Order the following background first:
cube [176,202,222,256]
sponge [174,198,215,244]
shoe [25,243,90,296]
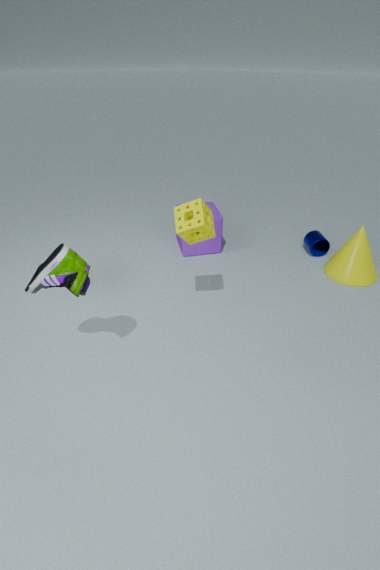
cube [176,202,222,256] → sponge [174,198,215,244] → shoe [25,243,90,296]
